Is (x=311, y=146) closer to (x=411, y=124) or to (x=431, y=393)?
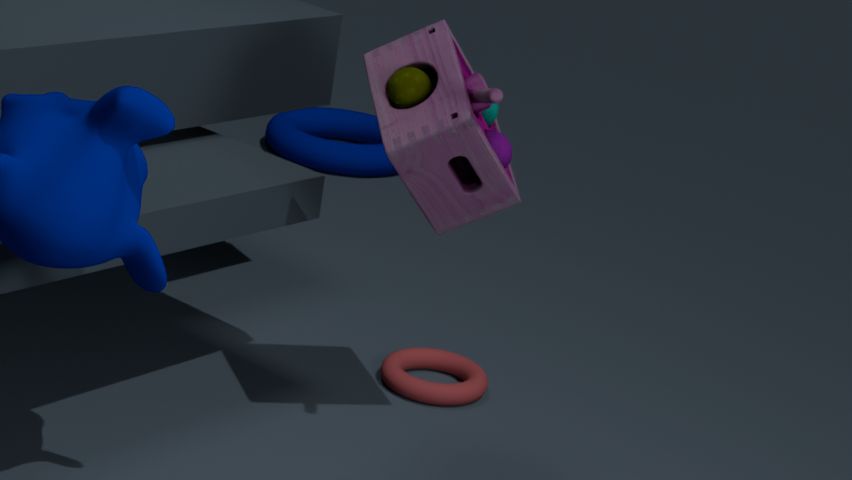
(x=431, y=393)
